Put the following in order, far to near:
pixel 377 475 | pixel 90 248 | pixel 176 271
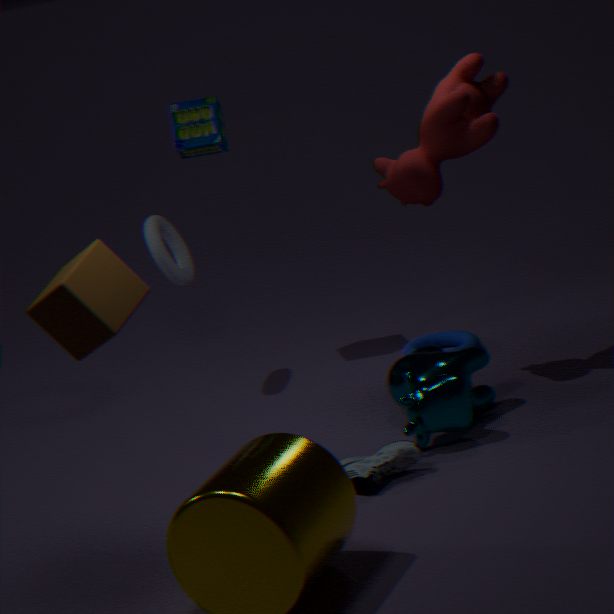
pixel 176 271
pixel 377 475
pixel 90 248
